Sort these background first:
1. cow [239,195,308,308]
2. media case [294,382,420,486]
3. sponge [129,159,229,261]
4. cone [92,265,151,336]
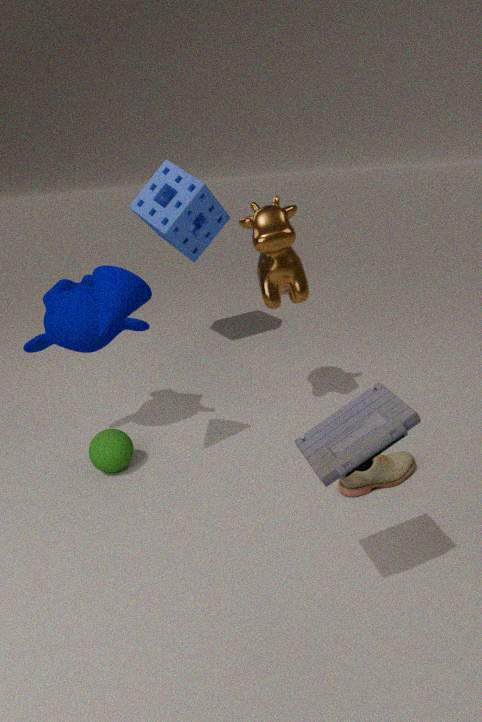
1. sponge [129,159,229,261]
2. cow [239,195,308,308]
3. cone [92,265,151,336]
4. media case [294,382,420,486]
